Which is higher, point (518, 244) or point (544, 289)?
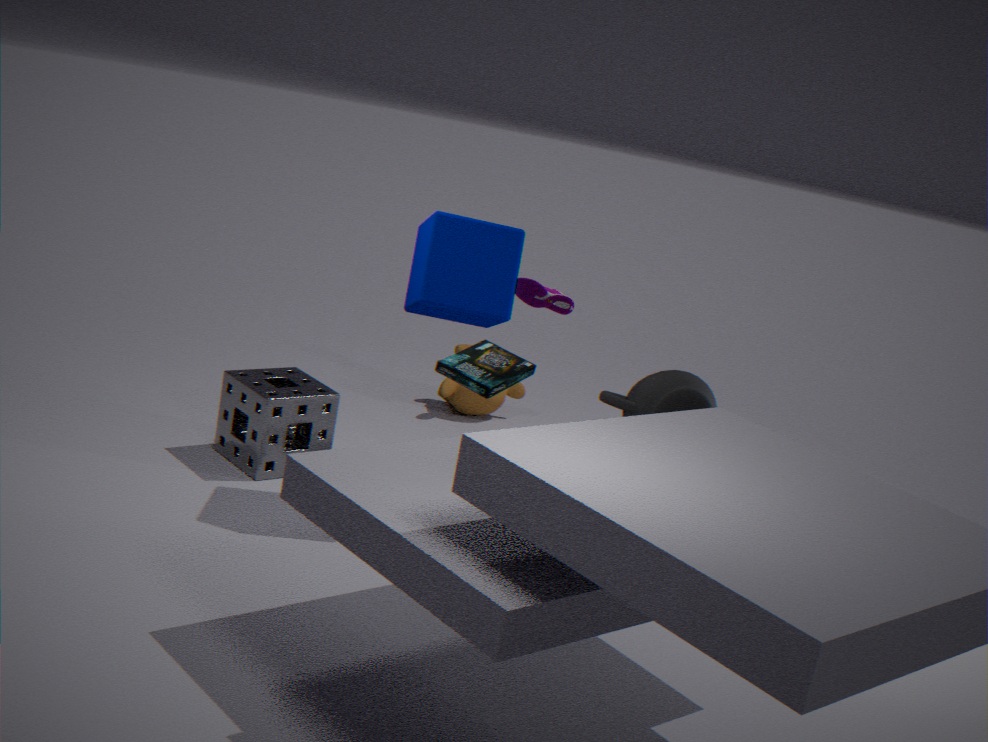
point (518, 244)
